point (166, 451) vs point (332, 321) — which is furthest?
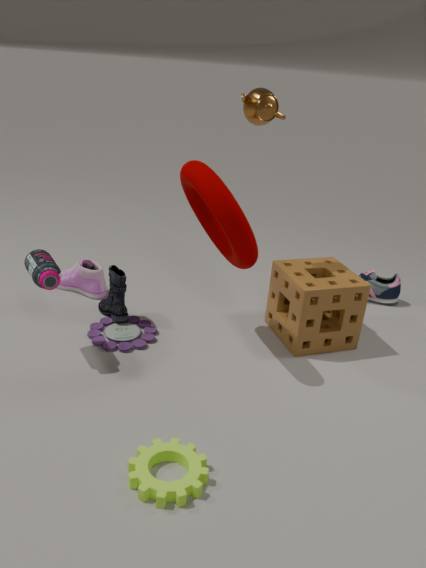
point (332, 321)
